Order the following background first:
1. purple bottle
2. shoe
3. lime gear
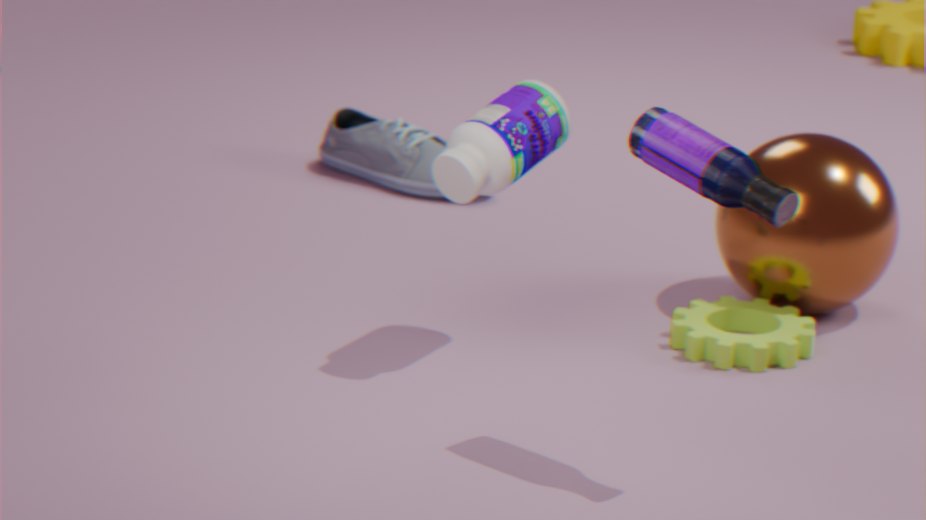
shoe < lime gear < purple bottle
